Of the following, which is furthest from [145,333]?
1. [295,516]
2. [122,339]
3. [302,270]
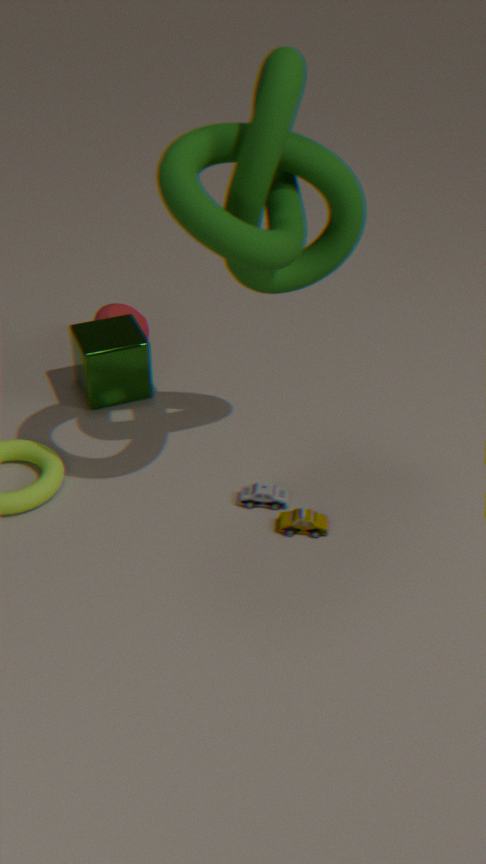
[302,270]
